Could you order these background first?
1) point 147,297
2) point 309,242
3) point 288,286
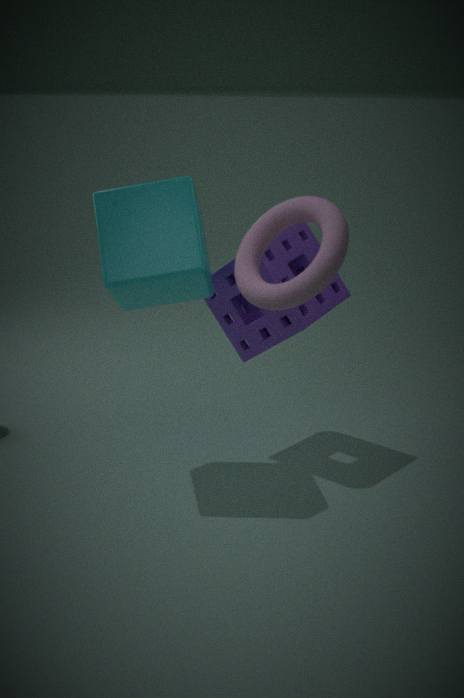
1. 2. point 309,242
2. 1. point 147,297
3. 3. point 288,286
